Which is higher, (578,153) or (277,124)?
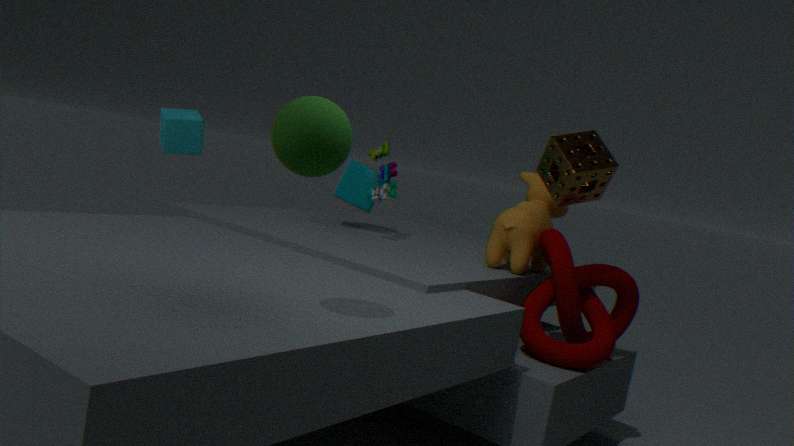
(578,153)
